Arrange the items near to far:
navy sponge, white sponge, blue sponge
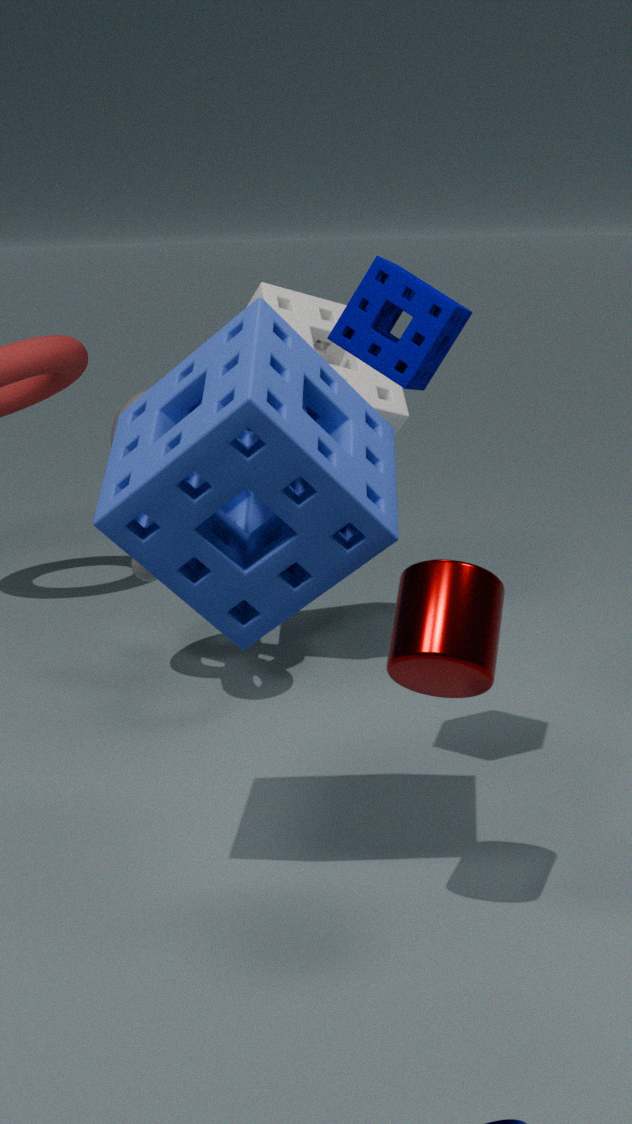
blue sponge → navy sponge → white sponge
